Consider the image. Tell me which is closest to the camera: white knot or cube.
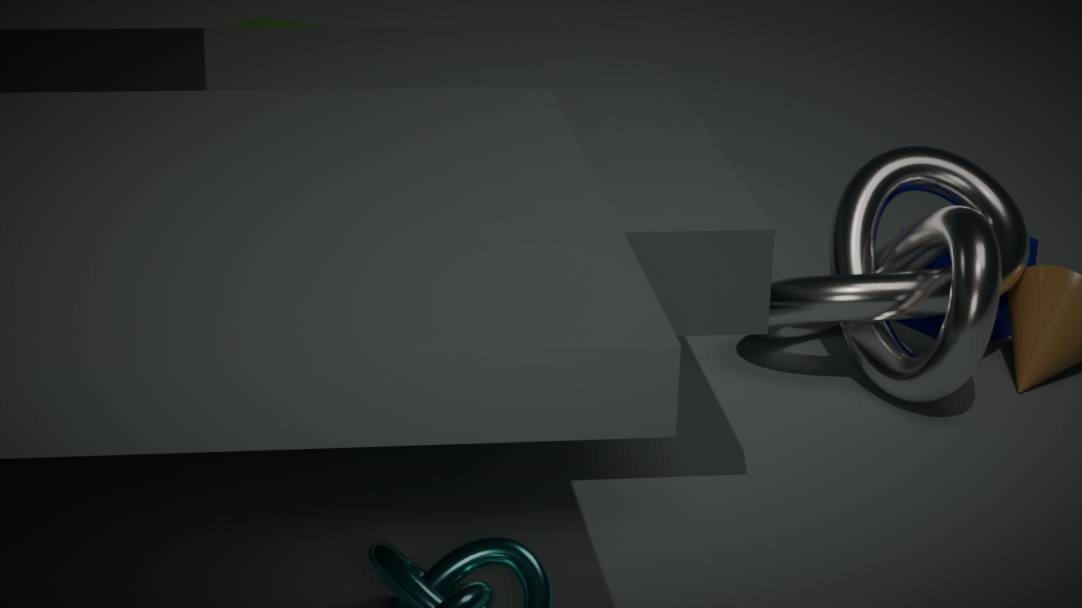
white knot
